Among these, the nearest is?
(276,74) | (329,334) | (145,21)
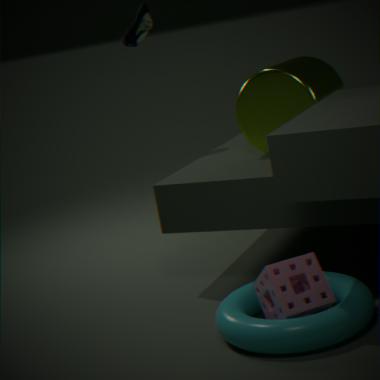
(329,334)
